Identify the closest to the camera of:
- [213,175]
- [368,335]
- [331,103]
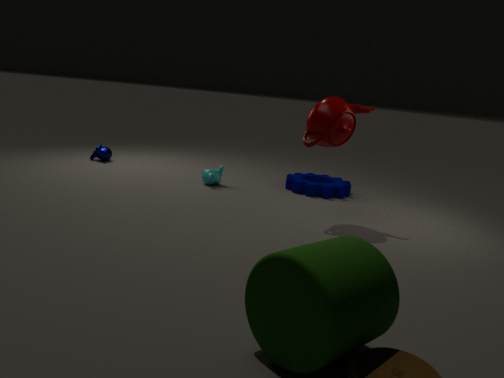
[368,335]
